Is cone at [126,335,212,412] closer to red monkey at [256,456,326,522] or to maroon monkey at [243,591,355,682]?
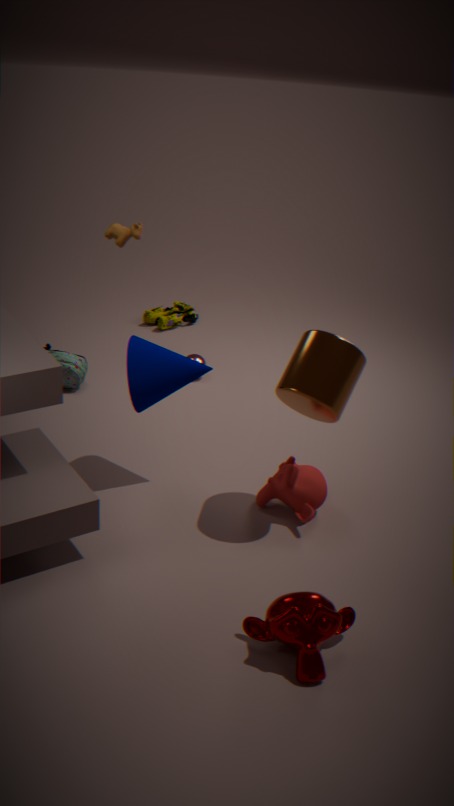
red monkey at [256,456,326,522]
